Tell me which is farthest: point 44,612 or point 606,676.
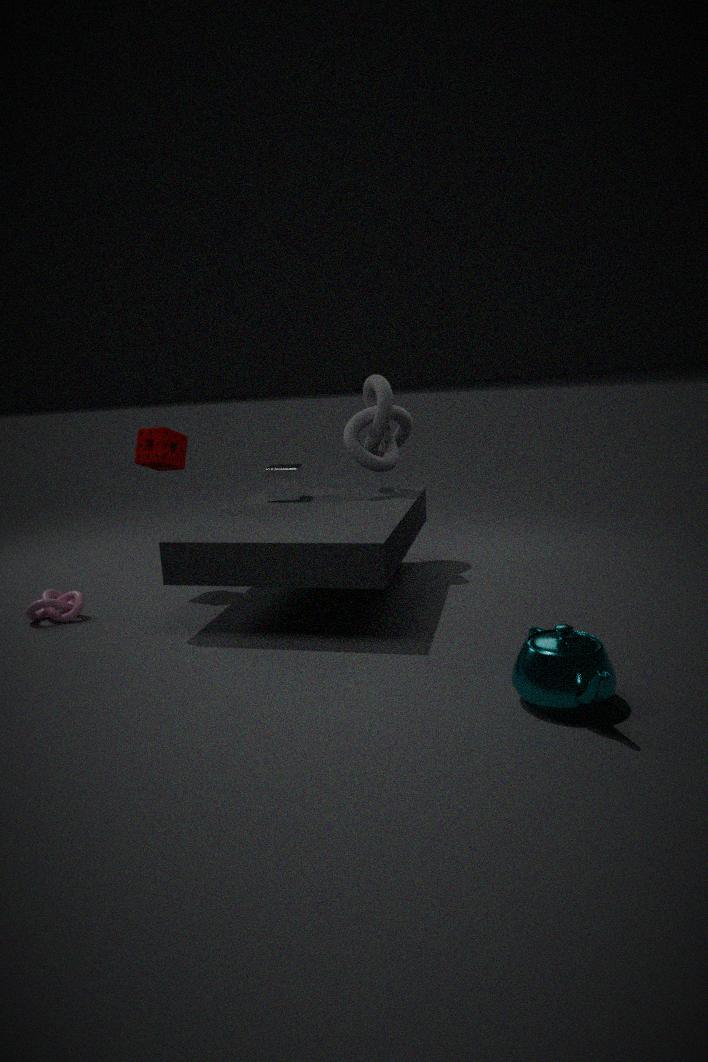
point 44,612
